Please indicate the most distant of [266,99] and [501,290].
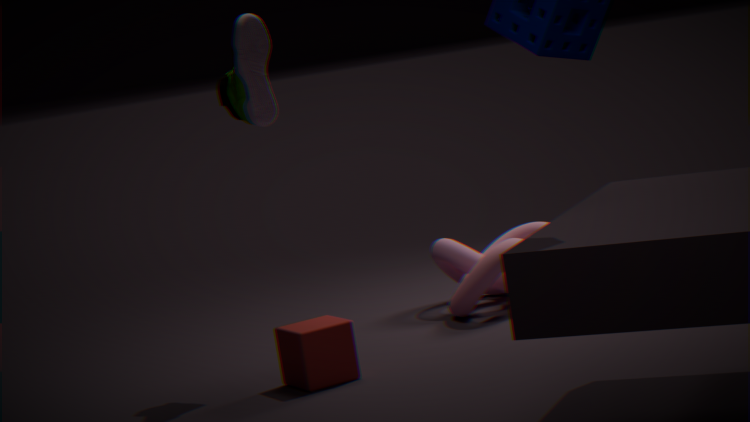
[501,290]
